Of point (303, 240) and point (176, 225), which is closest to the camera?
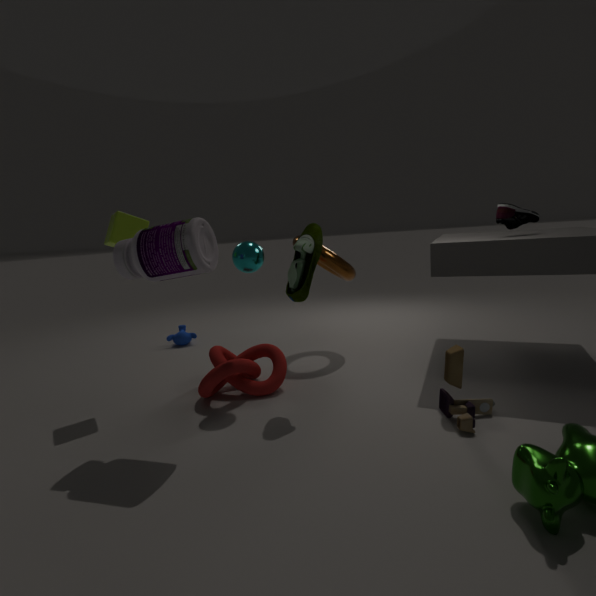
point (176, 225)
